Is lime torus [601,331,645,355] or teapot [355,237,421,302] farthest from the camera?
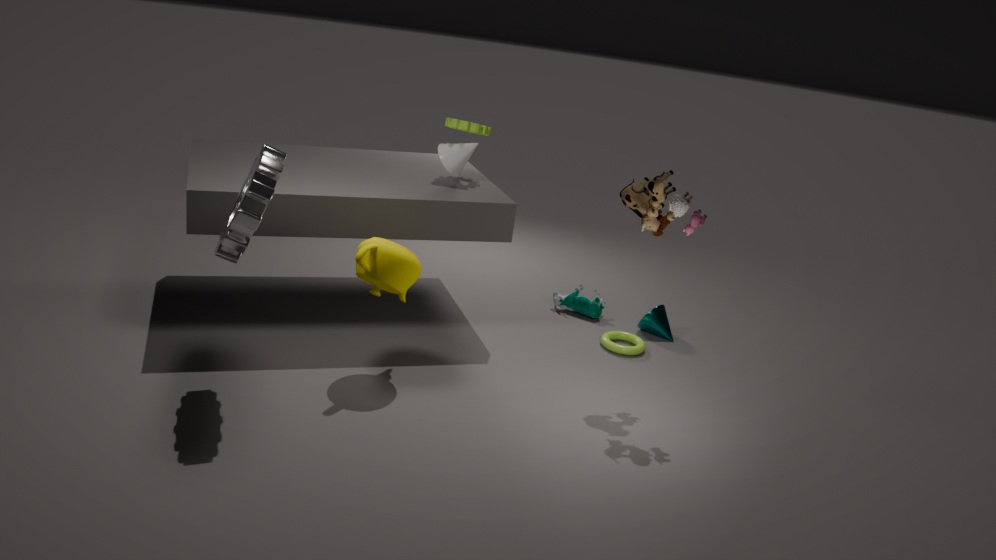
lime torus [601,331,645,355]
